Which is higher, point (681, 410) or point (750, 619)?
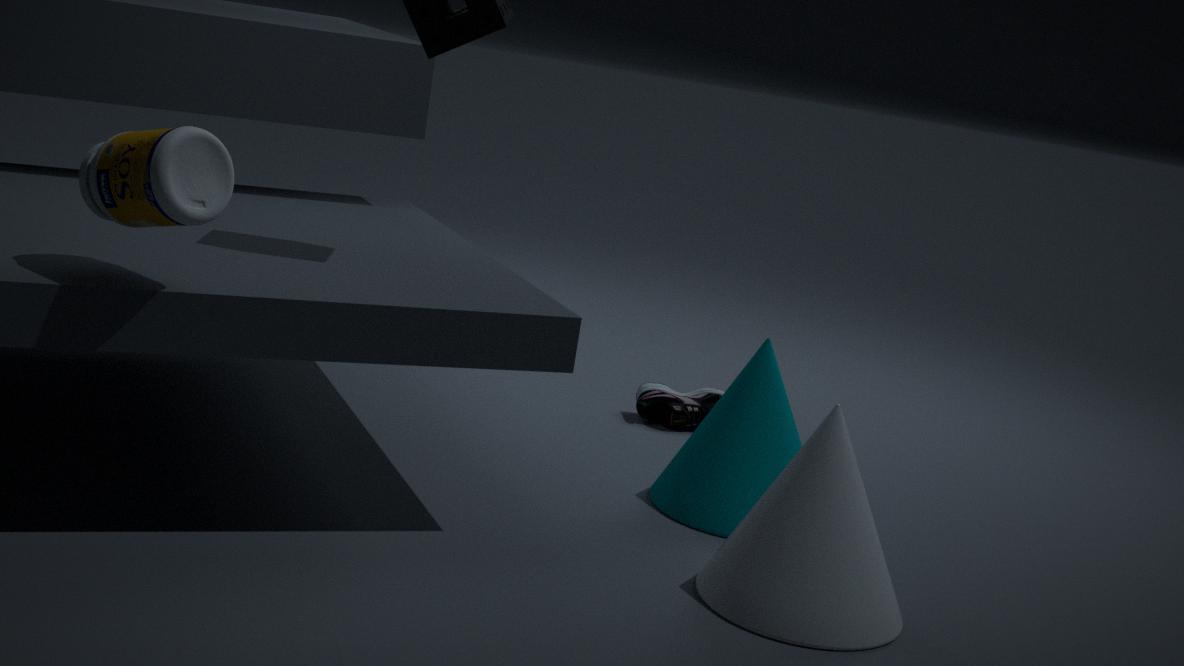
point (750, 619)
